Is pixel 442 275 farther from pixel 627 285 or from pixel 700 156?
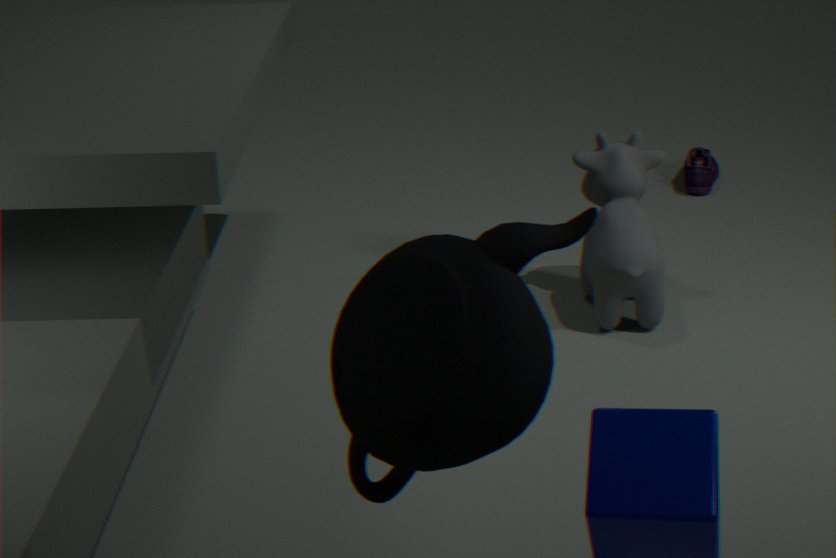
pixel 700 156
